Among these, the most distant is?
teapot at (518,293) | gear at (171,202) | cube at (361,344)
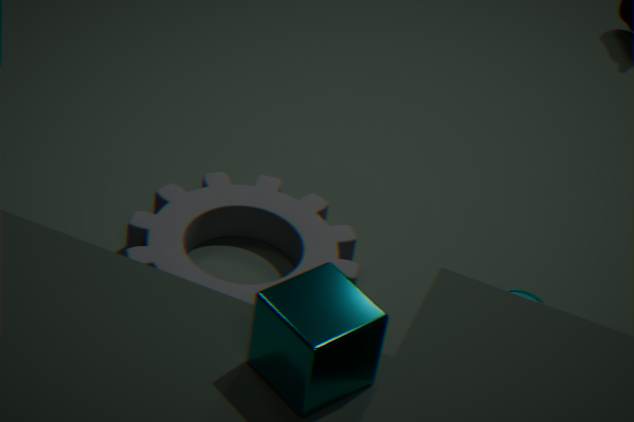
teapot at (518,293)
